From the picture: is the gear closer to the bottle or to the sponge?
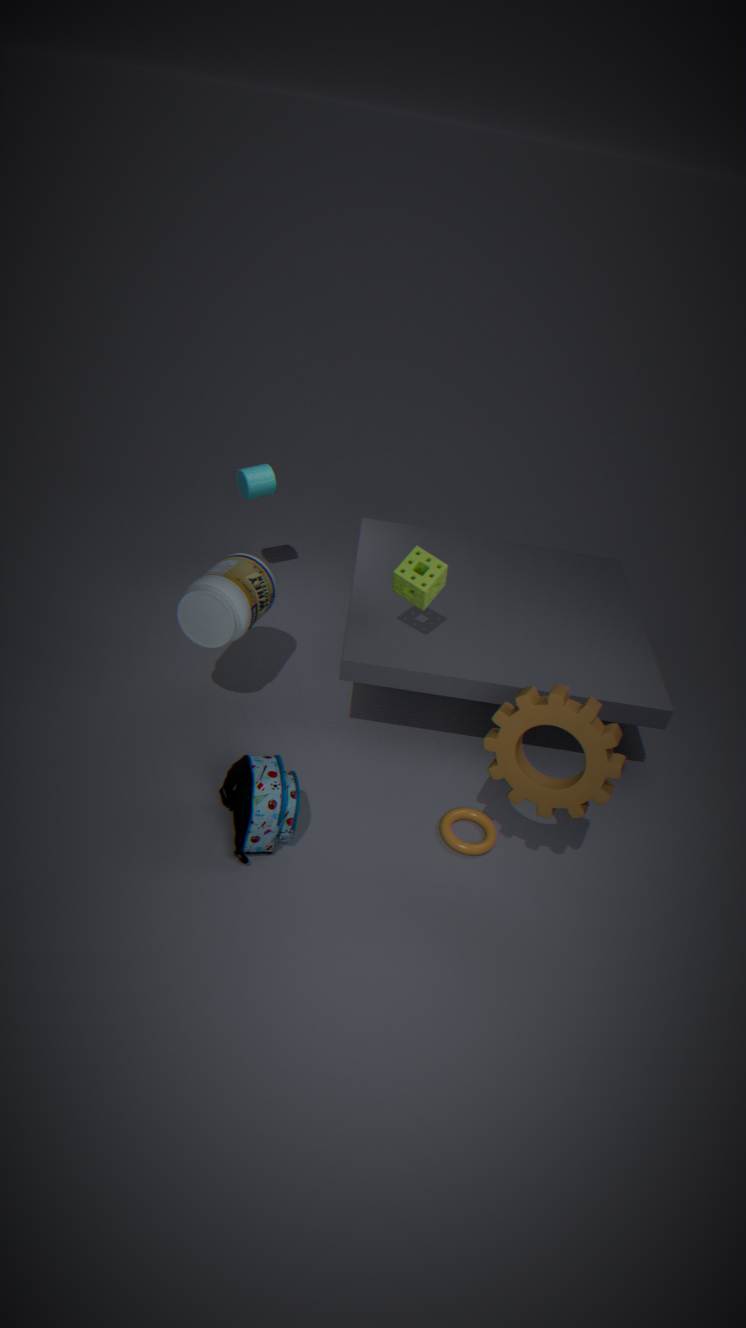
the sponge
